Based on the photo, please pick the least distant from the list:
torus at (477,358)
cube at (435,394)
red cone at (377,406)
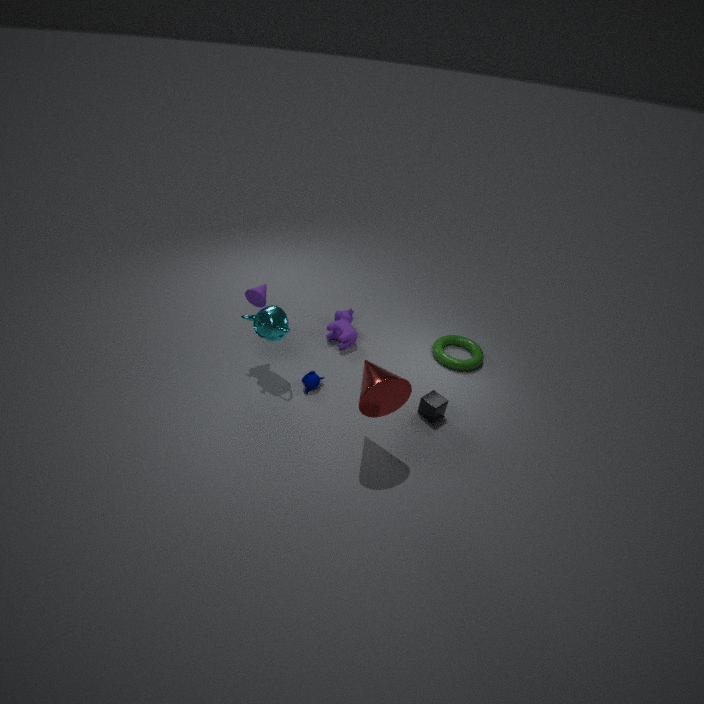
red cone at (377,406)
